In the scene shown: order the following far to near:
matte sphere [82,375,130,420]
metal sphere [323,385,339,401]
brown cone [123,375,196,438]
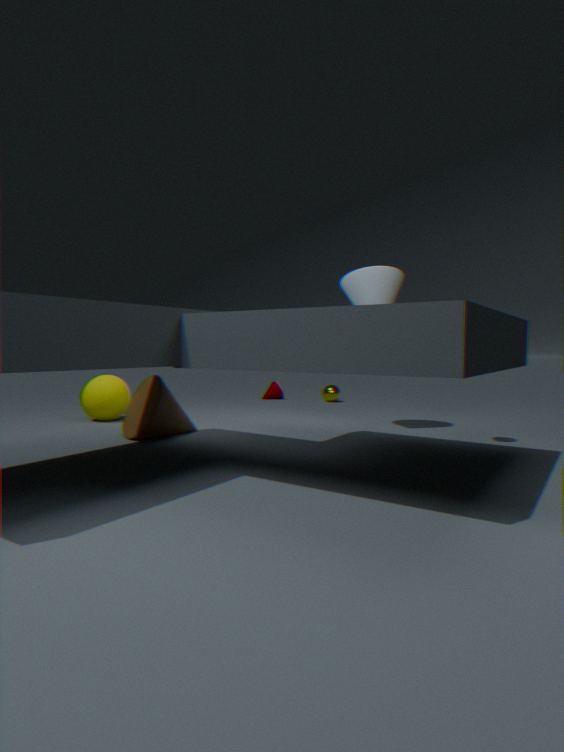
1. metal sphere [323,385,339,401]
2. matte sphere [82,375,130,420]
3. brown cone [123,375,196,438]
